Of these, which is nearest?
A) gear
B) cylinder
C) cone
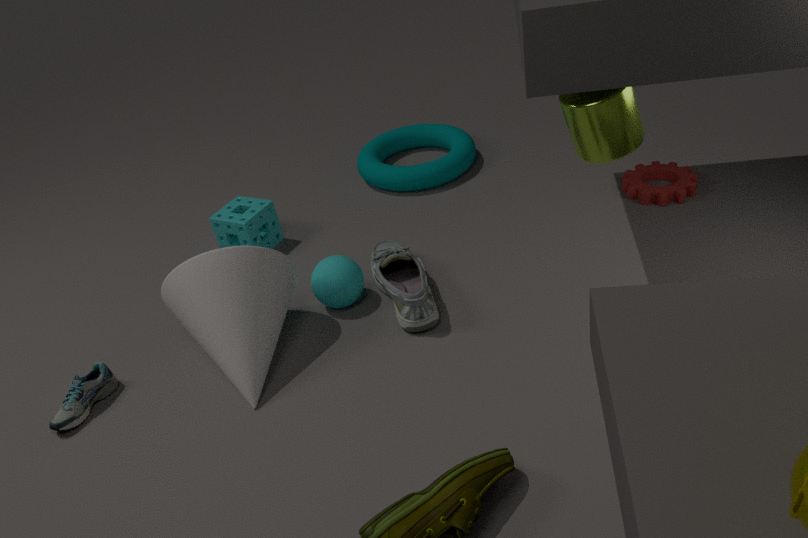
cylinder
